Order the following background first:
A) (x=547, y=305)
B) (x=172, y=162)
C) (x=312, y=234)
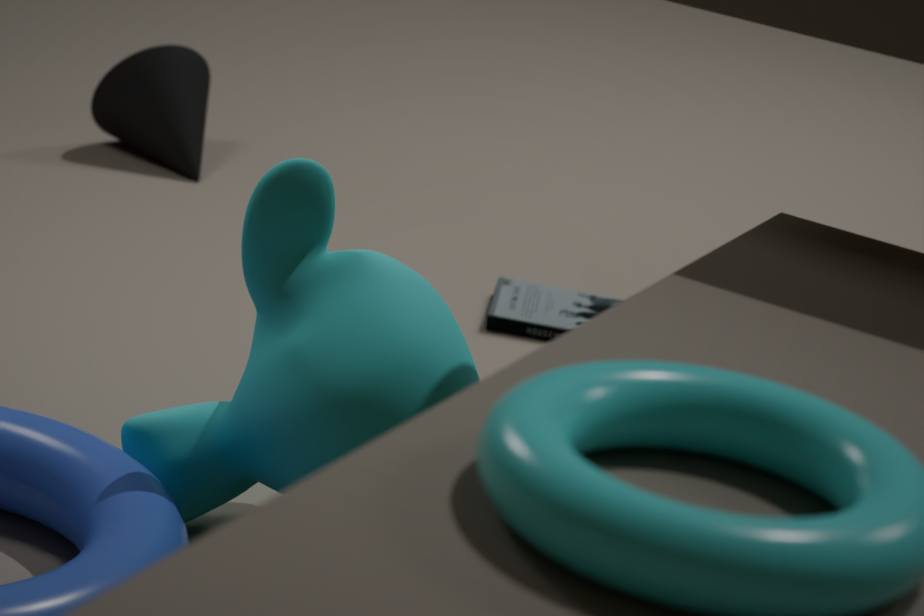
(x=172, y=162) → (x=547, y=305) → (x=312, y=234)
